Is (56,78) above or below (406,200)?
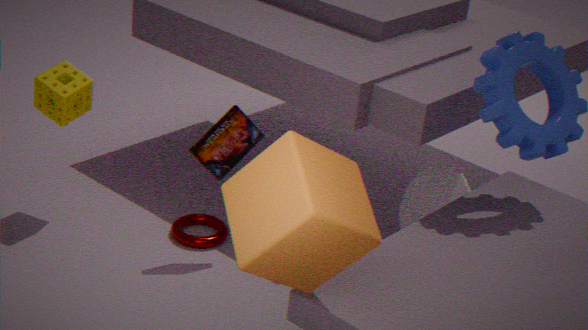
above
